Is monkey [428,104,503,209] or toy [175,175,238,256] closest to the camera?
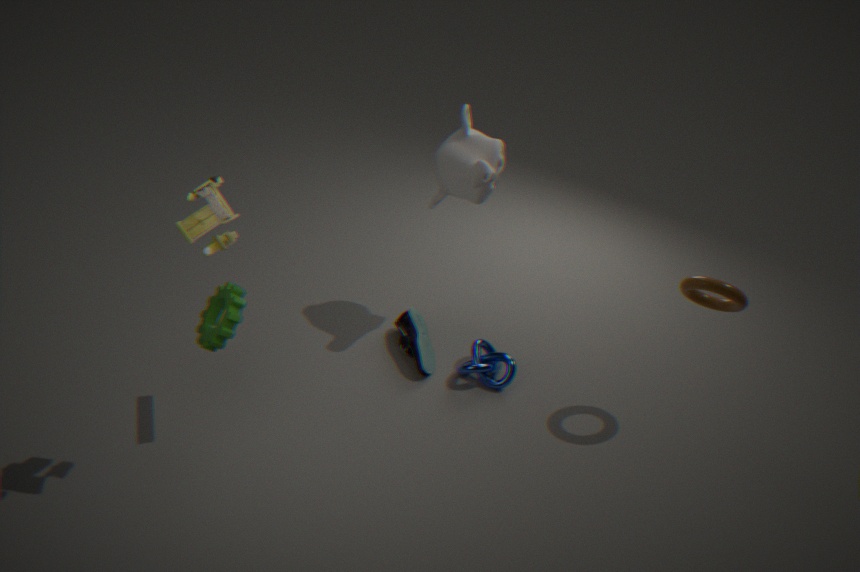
toy [175,175,238,256]
